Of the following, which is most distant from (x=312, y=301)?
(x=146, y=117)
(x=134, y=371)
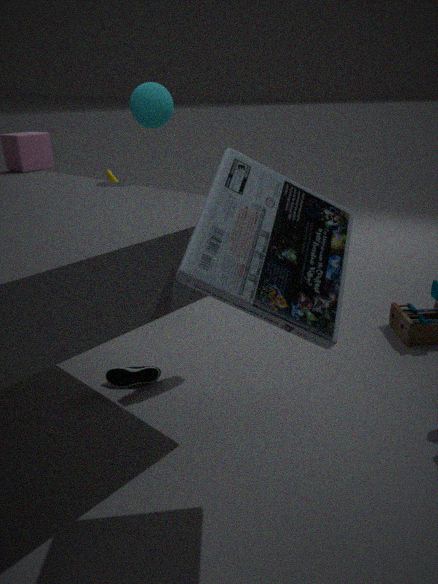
(x=134, y=371)
